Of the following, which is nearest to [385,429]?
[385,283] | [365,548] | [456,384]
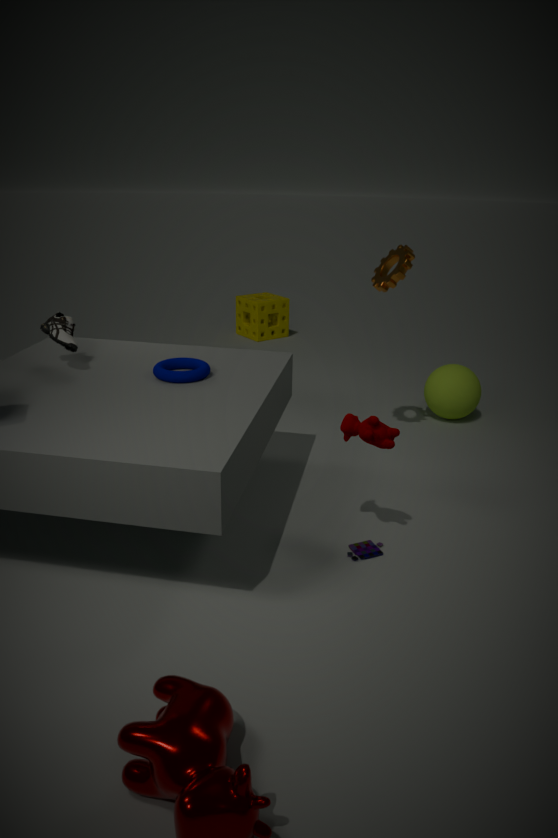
[365,548]
